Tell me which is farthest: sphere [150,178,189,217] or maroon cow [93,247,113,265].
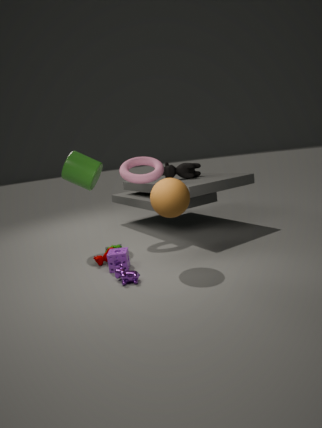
maroon cow [93,247,113,265]
